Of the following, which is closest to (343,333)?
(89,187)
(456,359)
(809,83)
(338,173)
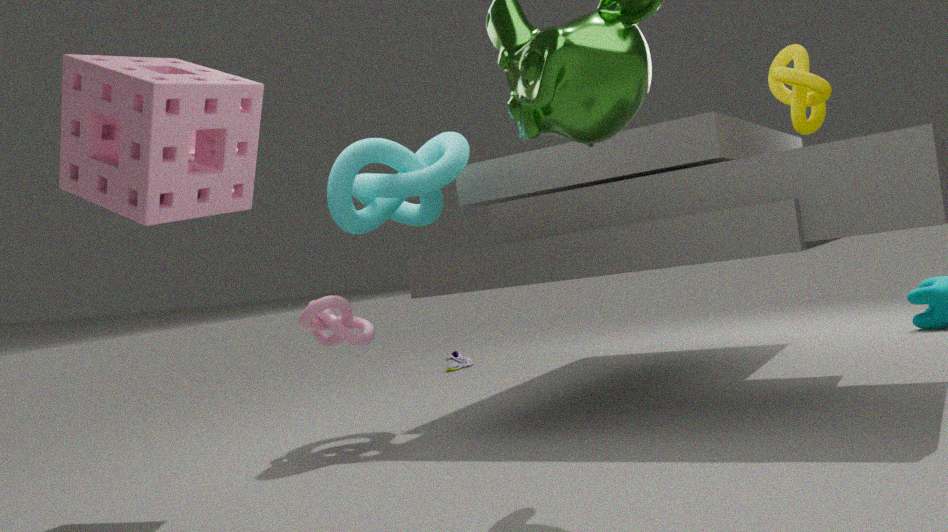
(338,173)
